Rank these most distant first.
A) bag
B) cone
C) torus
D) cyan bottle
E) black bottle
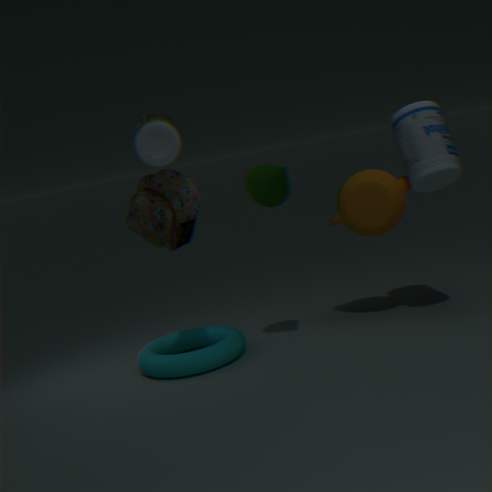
torus
cyan bottle
cone
bag
black bottle
